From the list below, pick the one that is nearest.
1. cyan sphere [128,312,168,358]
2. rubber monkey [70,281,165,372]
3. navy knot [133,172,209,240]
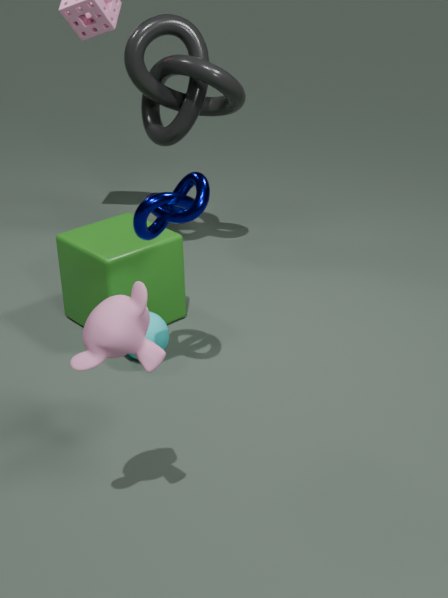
rubber monkey [70,281,165,372]
